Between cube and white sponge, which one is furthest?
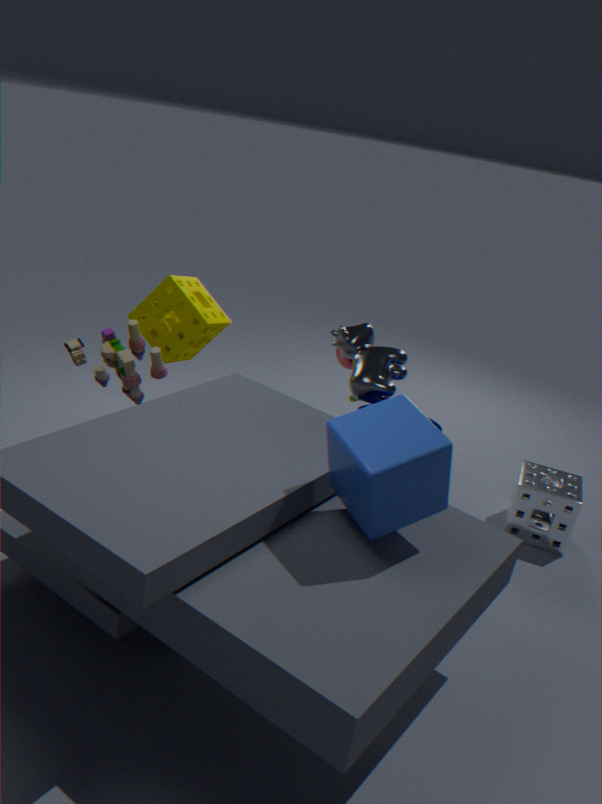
white sponge
